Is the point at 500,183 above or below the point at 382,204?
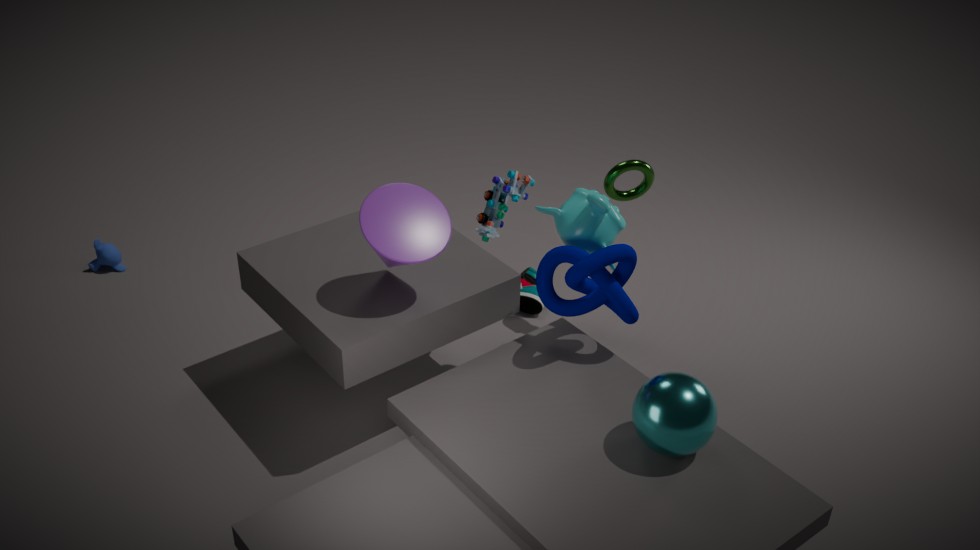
below
